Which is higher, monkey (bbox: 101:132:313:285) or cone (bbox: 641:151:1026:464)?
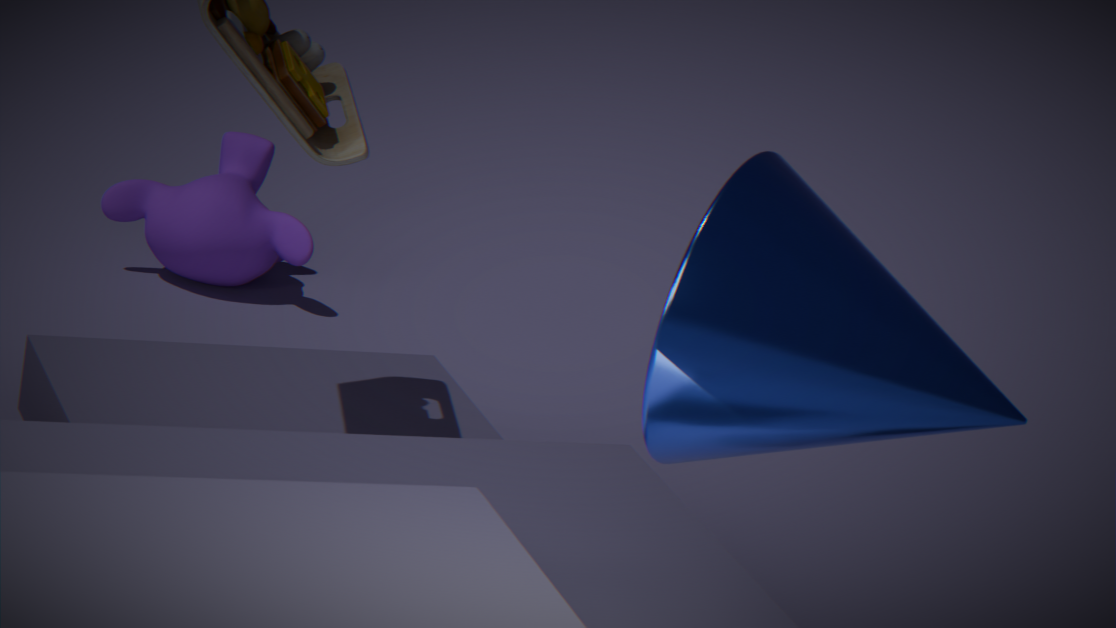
cone (bbox: 641:151:1026:464)
